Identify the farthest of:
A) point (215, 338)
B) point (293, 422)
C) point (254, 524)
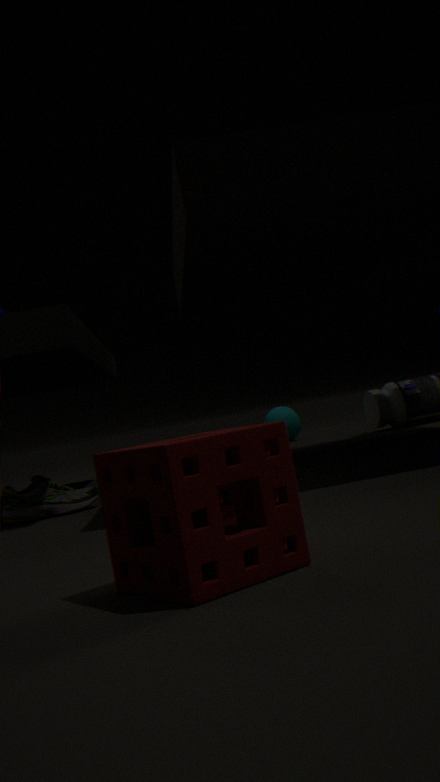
point (293, 422)
